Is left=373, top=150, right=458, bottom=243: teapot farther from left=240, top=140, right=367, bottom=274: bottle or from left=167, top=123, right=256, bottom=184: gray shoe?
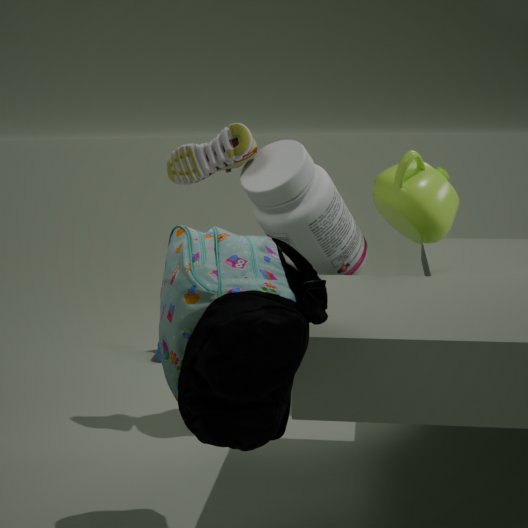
left=167, top=123, right=256, bottom=184: gray shoe
